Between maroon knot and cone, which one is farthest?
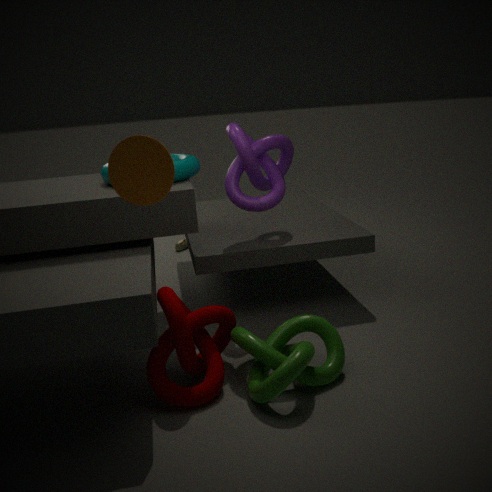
maroon knot
